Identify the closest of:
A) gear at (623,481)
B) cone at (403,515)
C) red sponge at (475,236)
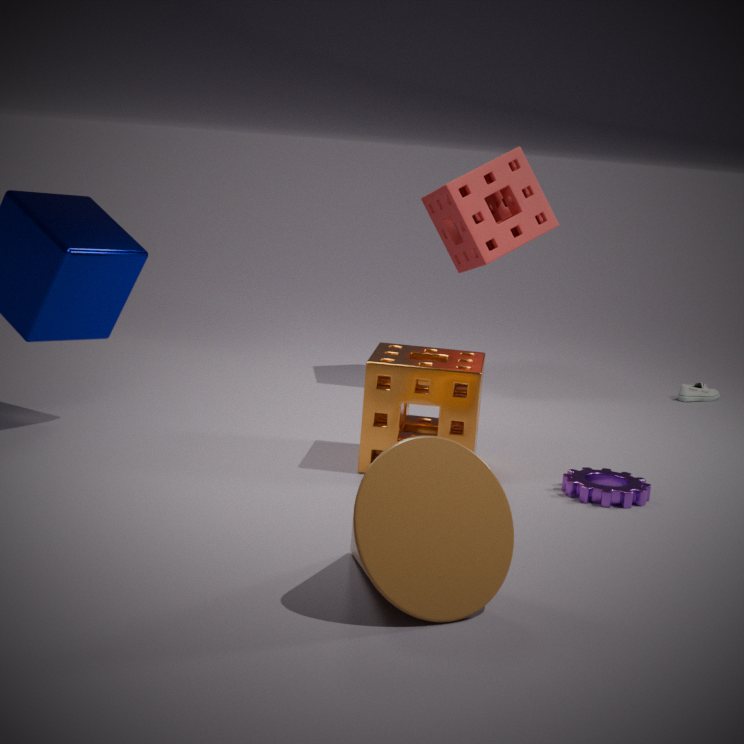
cone at (403,515)
